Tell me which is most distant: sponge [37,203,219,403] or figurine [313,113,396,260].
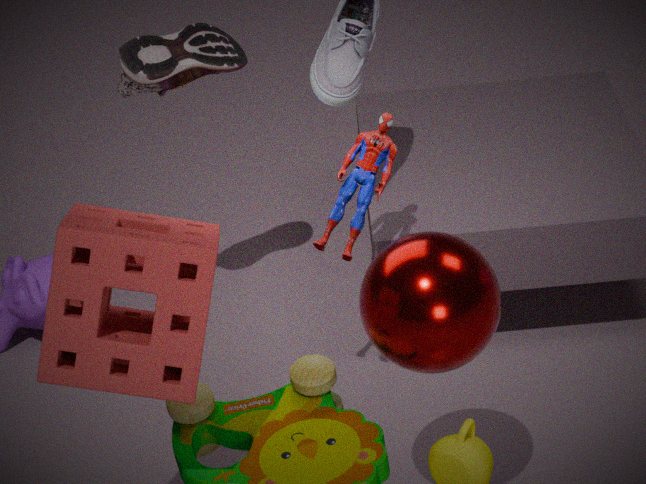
figurine [313,113,396,260]
